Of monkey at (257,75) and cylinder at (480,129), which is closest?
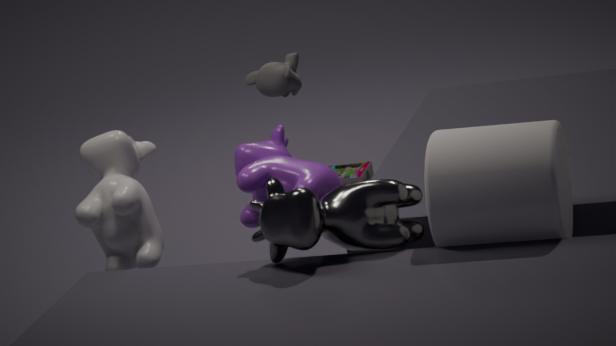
cylinder at (480,129)
